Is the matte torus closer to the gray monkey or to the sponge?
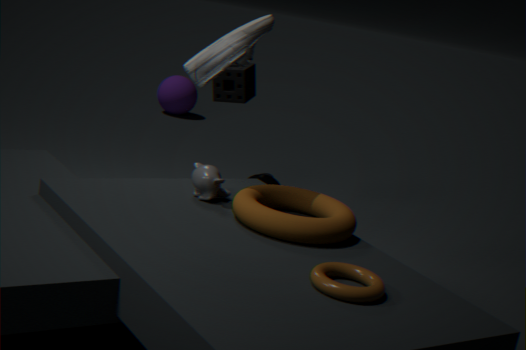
the gray monkey
